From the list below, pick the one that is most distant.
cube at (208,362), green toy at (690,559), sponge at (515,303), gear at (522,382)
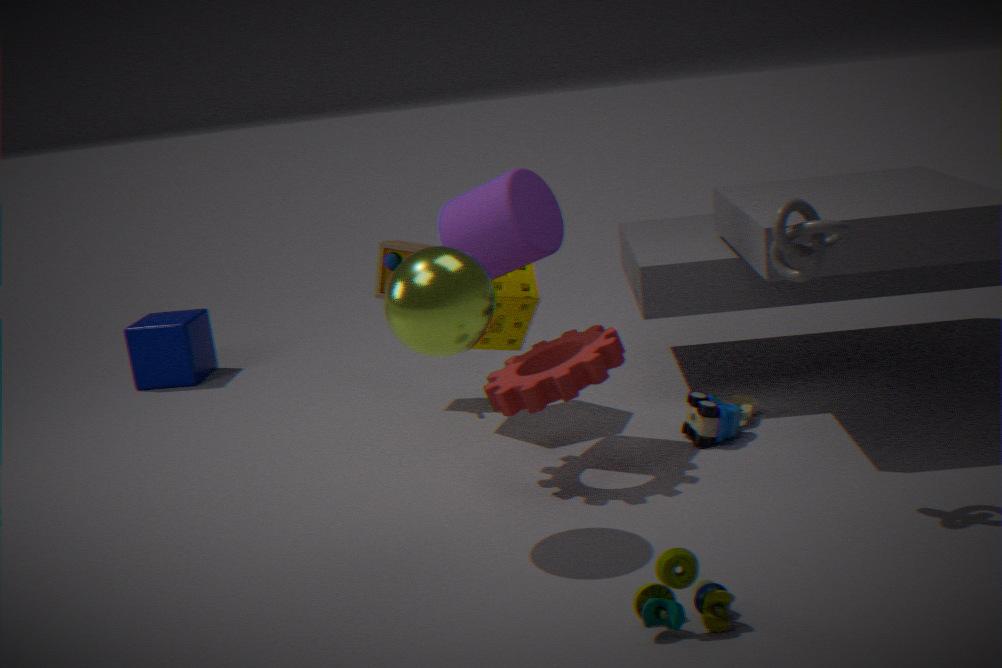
cube at (208,362)
